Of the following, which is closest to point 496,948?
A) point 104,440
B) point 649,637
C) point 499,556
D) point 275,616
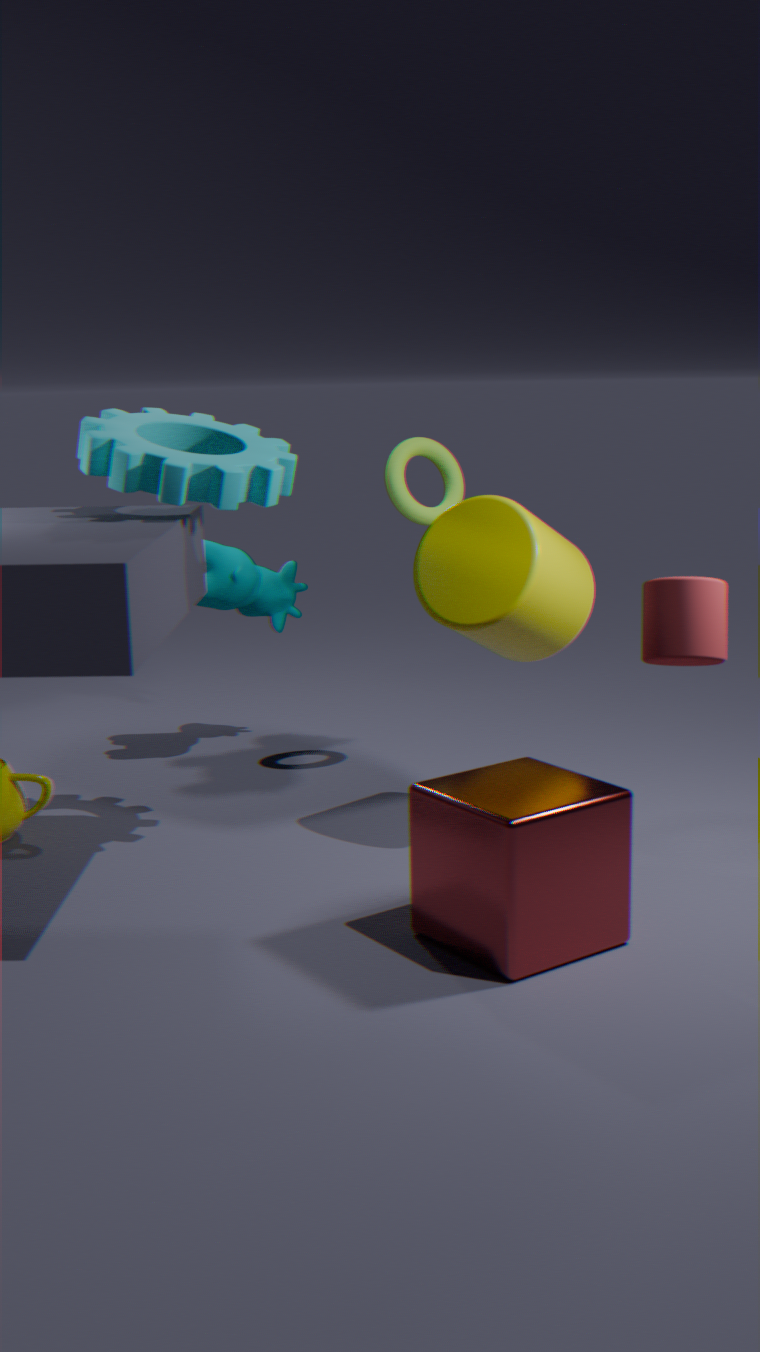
point 649,637
